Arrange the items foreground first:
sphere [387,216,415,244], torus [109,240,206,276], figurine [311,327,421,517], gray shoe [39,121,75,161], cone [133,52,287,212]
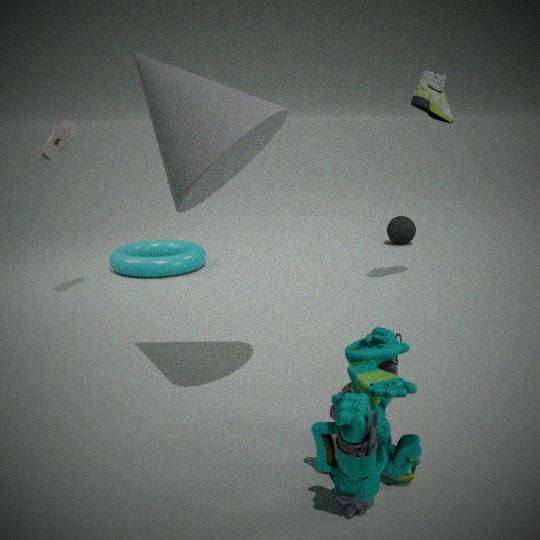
1. figurine [311,327,421,517]
2. cone [133,52,287,212]
3. gray shoe [39,121,75,161]
4. torus [109,240,206,276]
5. sphere [387,216,415,244]
